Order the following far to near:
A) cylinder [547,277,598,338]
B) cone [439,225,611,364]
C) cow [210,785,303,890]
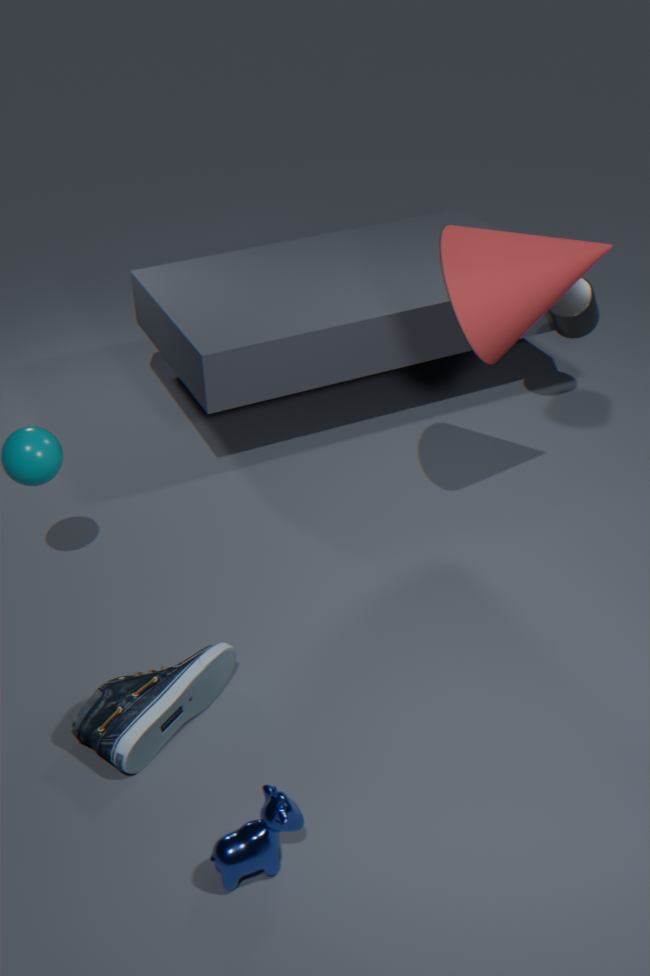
cylinder [547,277,598,338] < cone [439,225,611,364] < cow [210,785,303,890]
